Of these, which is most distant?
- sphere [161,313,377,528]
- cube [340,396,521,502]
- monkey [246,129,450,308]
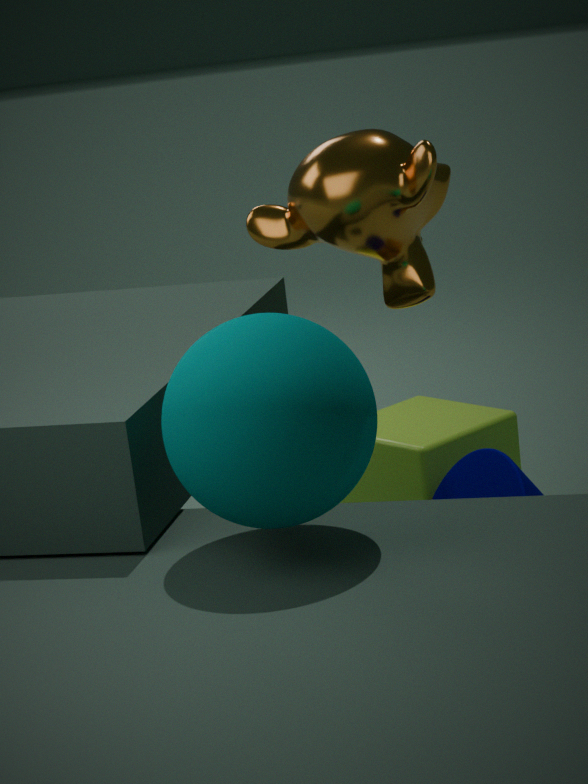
cube [340,396,521,502]
